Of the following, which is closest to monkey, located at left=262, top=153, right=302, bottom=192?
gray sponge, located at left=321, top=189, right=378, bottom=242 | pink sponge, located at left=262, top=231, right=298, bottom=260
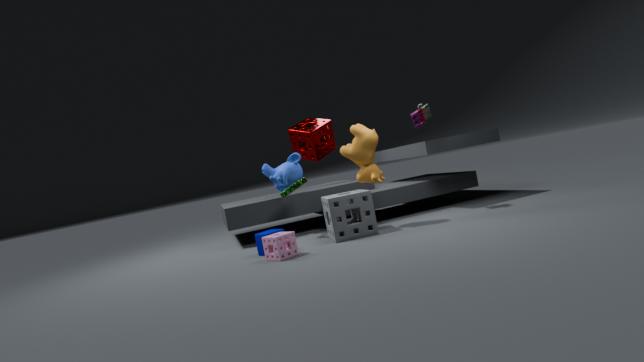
gray sponge, located at left=321, top=189, right=378, bottom=242
